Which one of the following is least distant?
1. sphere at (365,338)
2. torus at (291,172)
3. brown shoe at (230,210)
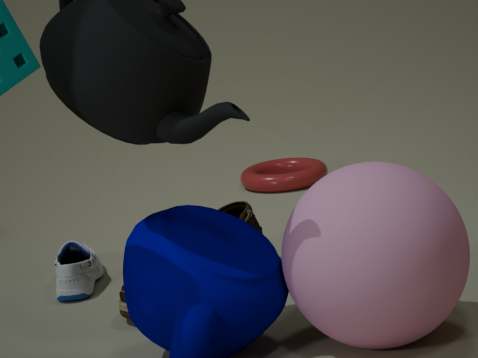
sphere at (365,338)
